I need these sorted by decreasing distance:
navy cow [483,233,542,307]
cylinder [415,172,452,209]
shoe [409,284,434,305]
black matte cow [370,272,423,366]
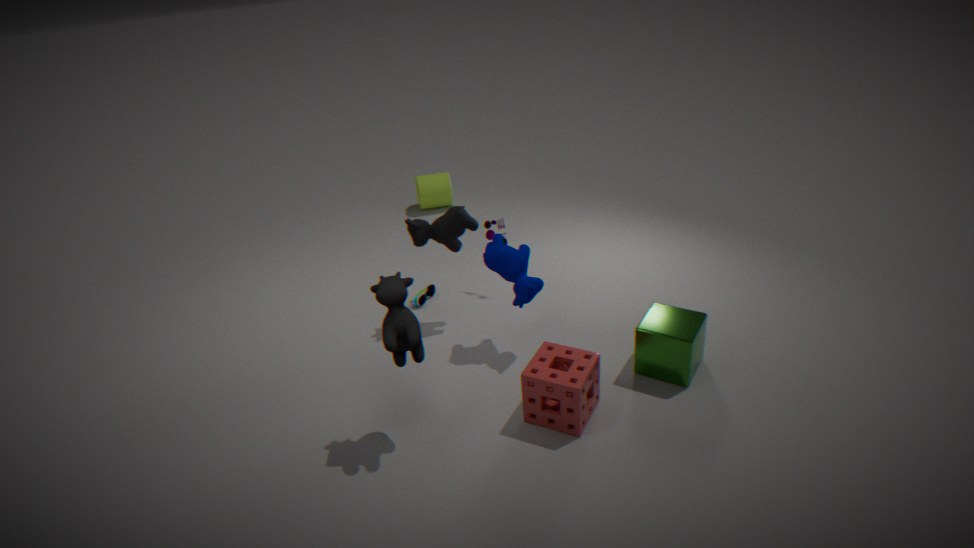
cylinder [415,172,452,209]
shoe [409,284,434,305]
navy cow [483,233,542,307]
black matte cow [370,272,423,366]
